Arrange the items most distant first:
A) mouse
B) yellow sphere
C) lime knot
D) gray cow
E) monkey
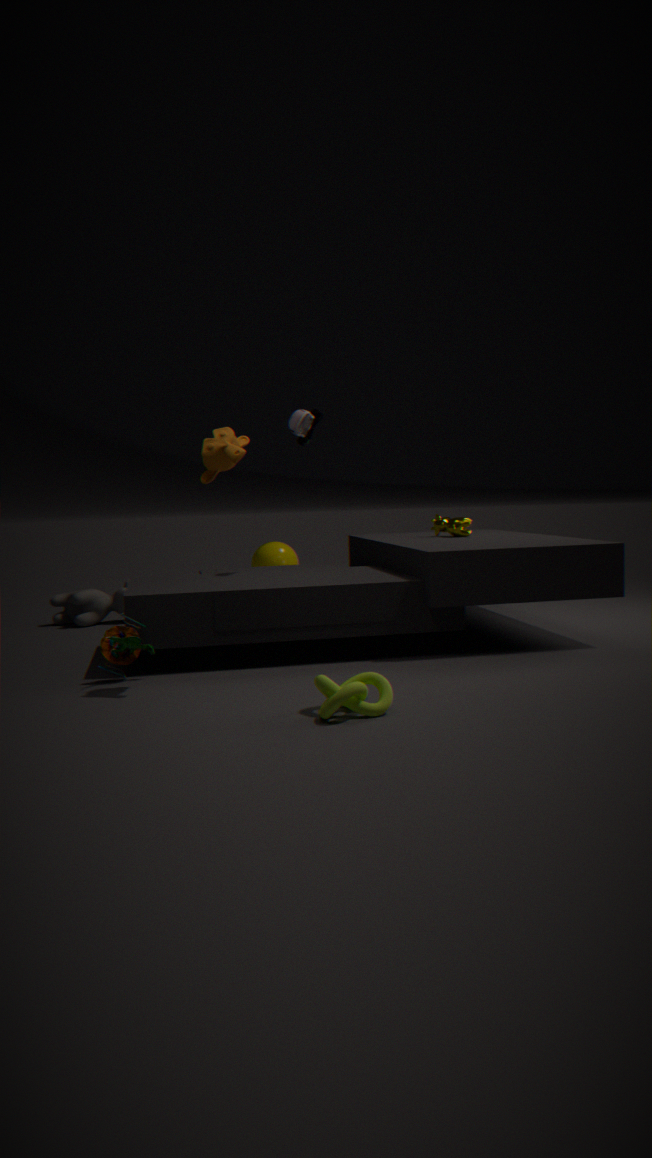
1. yellow sphere
2. gray cow
3. mouse
4. monkey
5. lime knot
